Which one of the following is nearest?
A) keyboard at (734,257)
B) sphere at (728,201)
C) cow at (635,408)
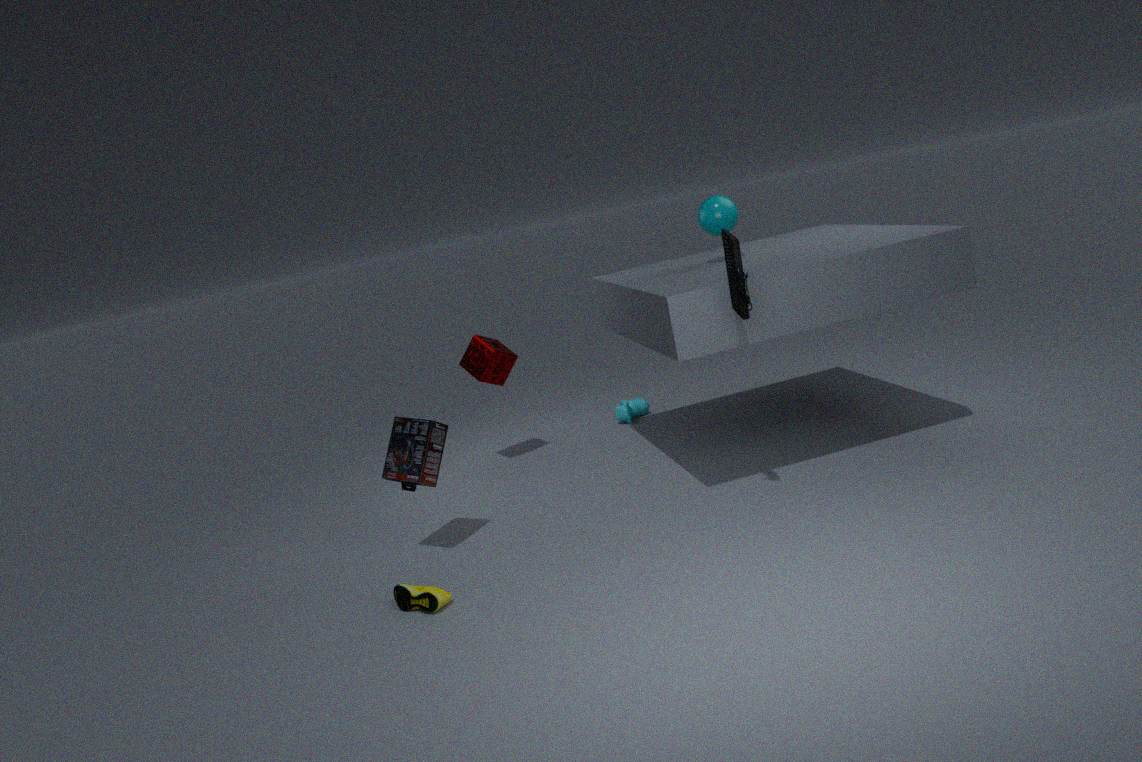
keyboard at (734,257)
